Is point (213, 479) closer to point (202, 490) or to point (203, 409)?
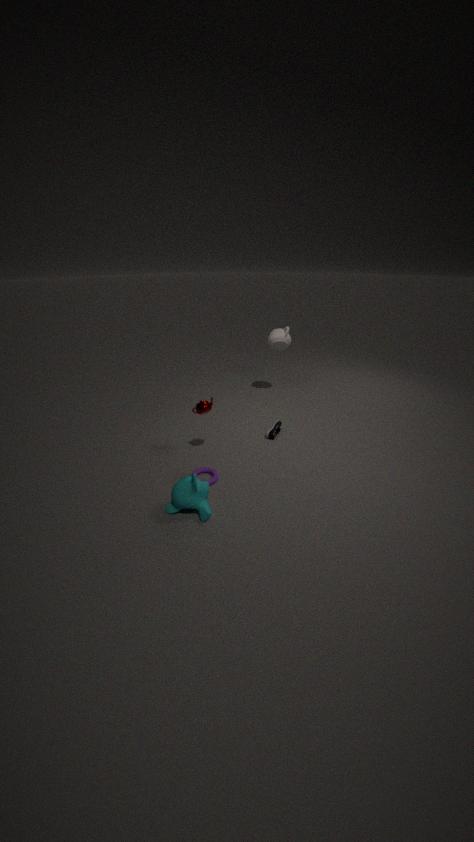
point (202, 490)
